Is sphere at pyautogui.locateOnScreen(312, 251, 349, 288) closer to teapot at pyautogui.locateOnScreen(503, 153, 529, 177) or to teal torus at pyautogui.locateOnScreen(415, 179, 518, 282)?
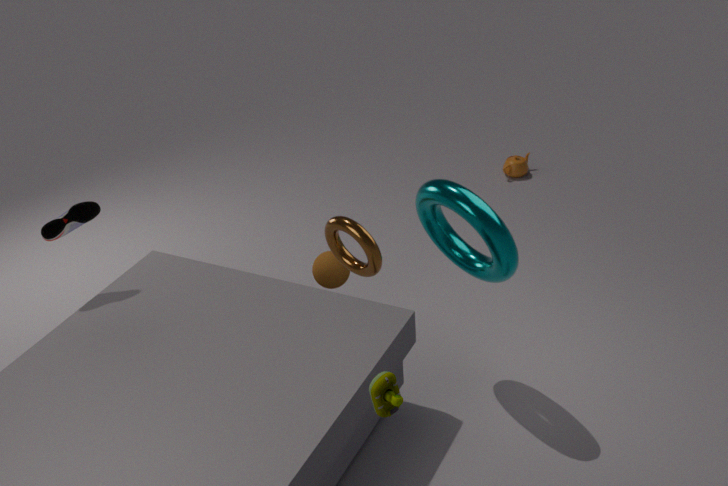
teal torus at pyautogui.locateOnScreen(415, 179, 518, 282)
